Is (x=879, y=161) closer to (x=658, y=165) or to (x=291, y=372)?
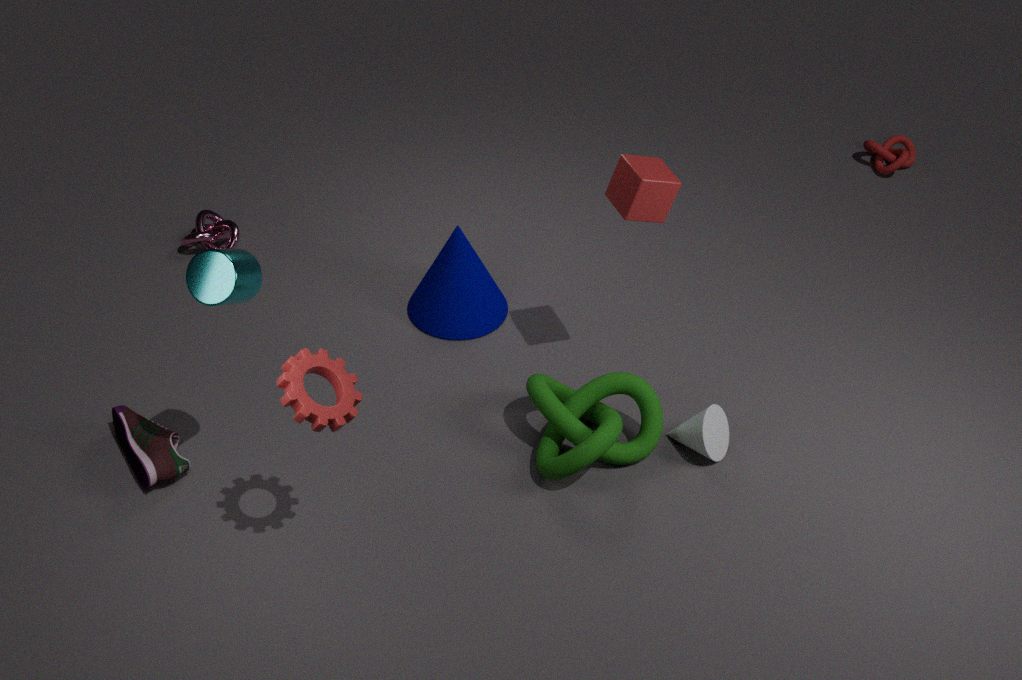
(x=658, y=165)
